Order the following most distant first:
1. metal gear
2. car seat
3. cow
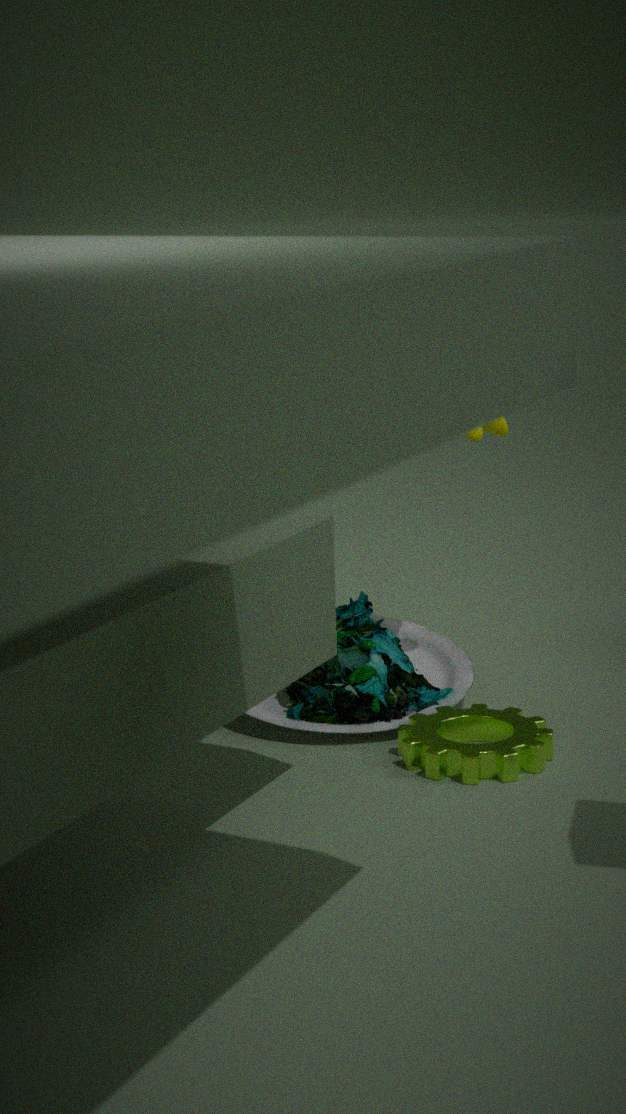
1. car seat
2. cow
3. metal gear
